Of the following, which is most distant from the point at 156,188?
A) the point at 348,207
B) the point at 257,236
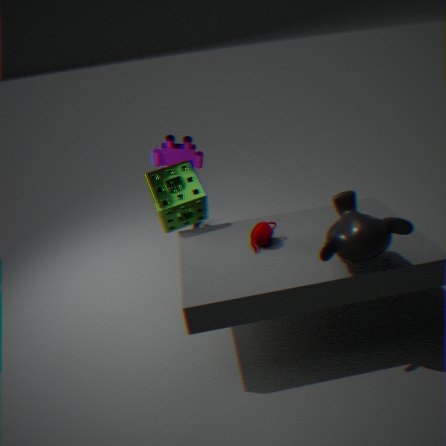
the point at 348,207
